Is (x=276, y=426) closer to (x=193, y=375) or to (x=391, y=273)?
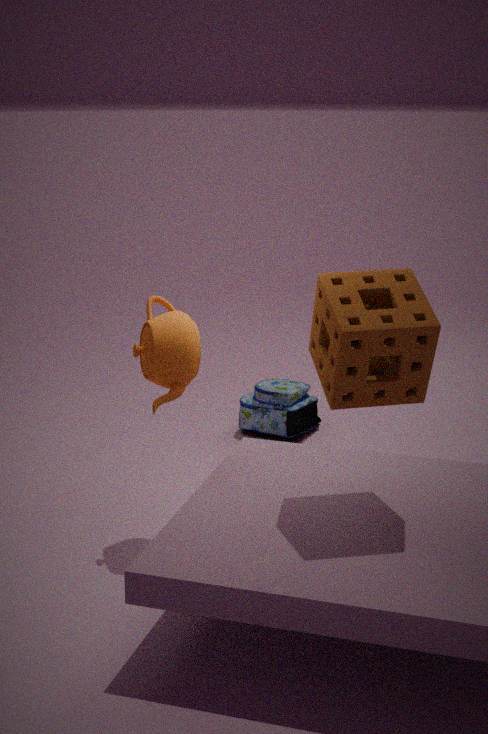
(x=193, y=375)
